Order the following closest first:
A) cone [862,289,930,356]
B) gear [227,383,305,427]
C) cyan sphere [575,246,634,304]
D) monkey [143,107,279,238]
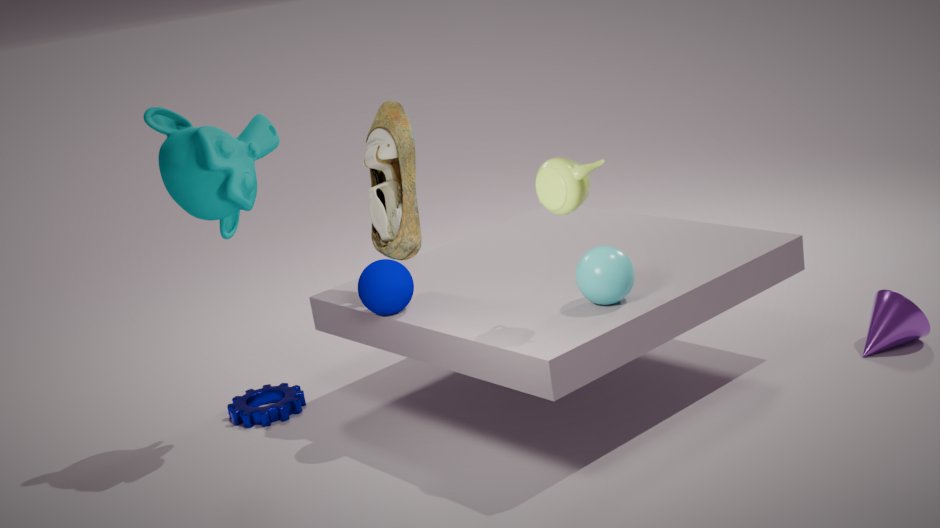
1. cyan sphere [575,246,634,304]
2. monkey [143,107,279,238]
3. cone [862,289,930,356]
4. gear [227,383,305,427]
